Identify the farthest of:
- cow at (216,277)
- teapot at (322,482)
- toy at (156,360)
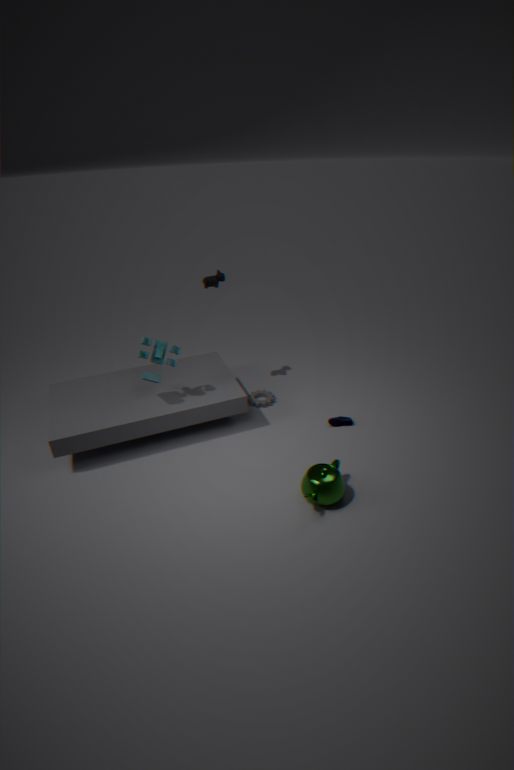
cow at (216,277)
